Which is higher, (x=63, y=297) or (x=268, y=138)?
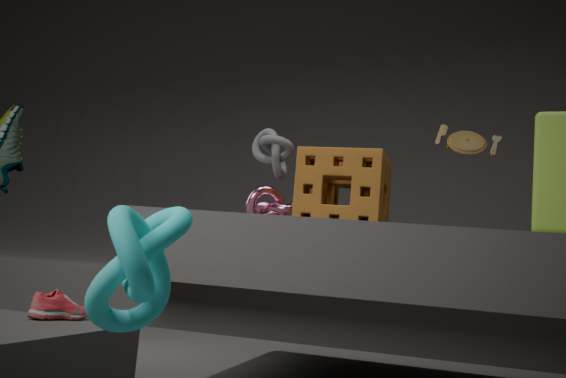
(x=268, y=138)
